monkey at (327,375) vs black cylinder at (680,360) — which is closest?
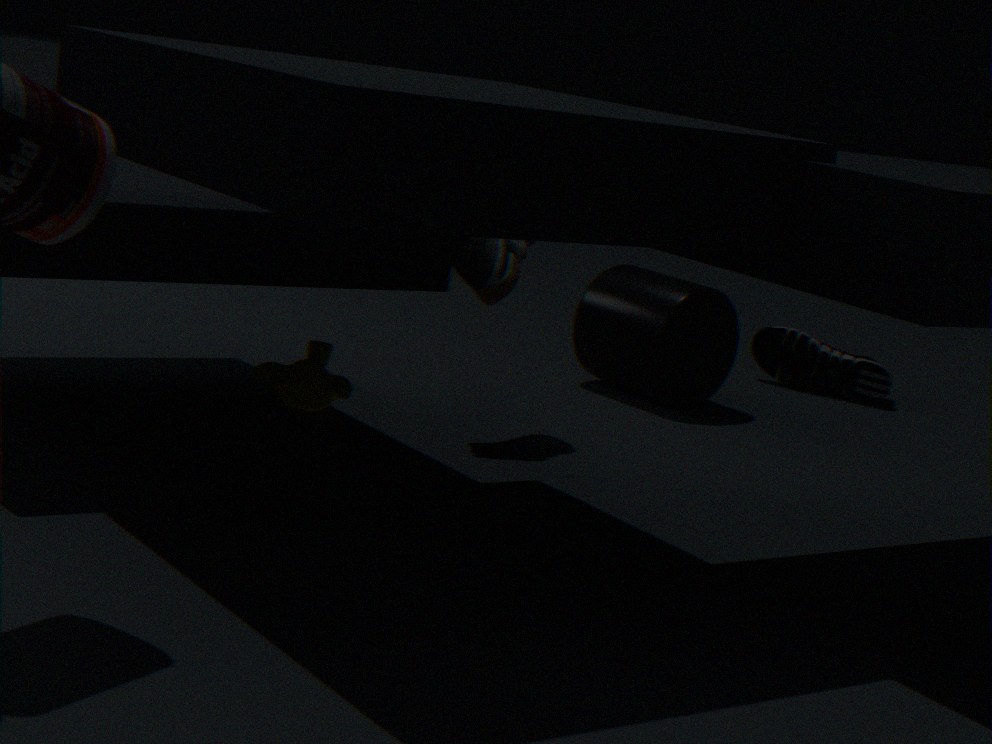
monkey at (327,375)
